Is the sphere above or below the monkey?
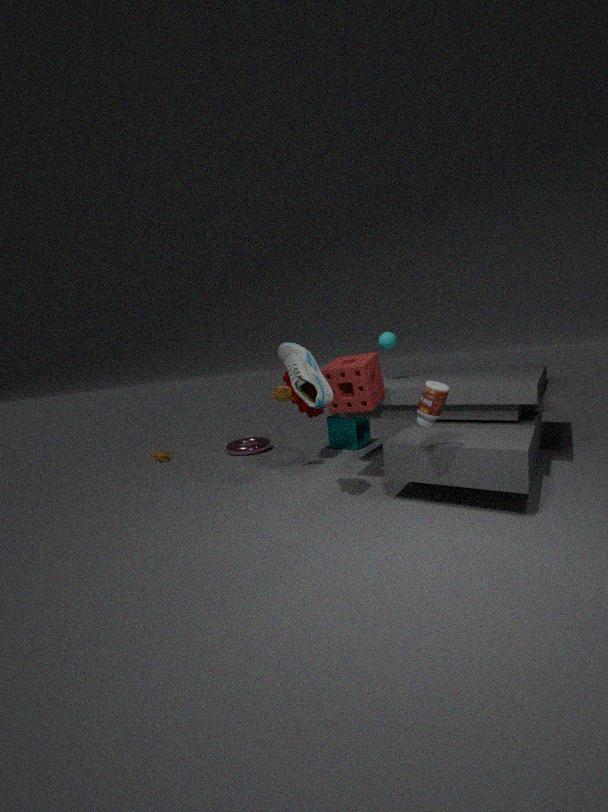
above
